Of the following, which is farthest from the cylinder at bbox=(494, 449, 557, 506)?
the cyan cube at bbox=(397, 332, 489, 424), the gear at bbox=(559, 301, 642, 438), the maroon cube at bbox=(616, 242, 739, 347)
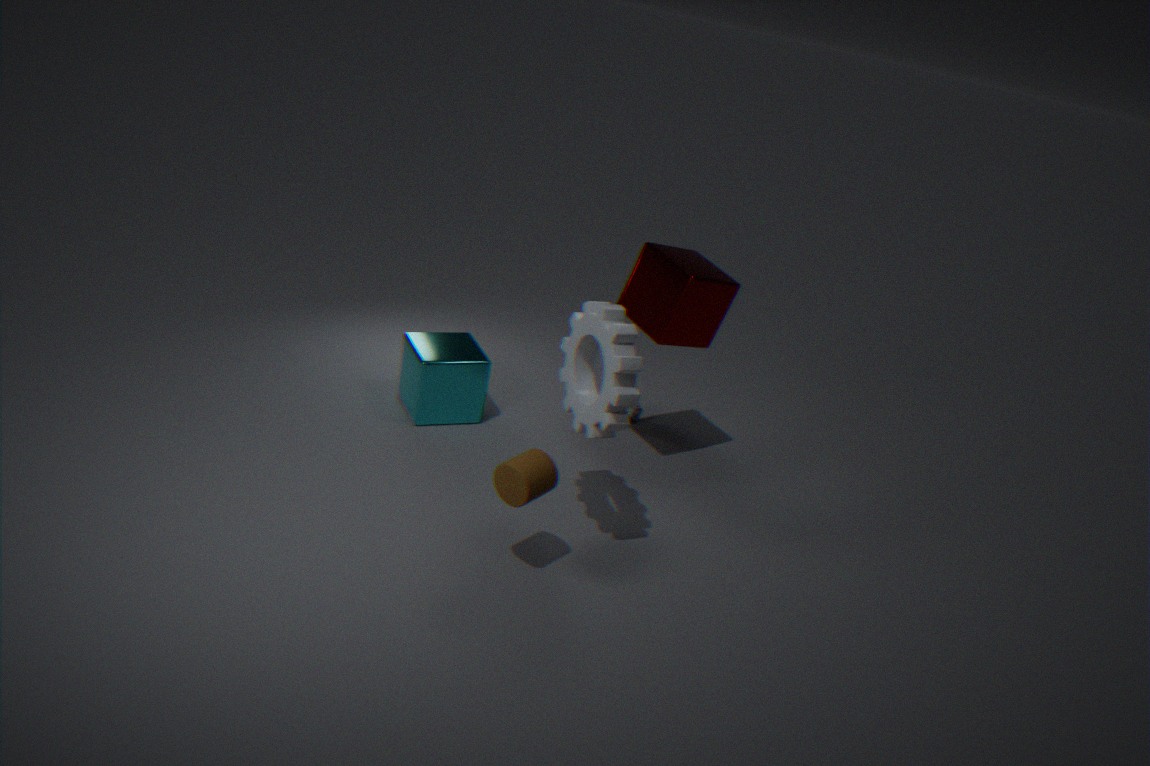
the cyan cube at bbox=(397, 332, 489, 424)
